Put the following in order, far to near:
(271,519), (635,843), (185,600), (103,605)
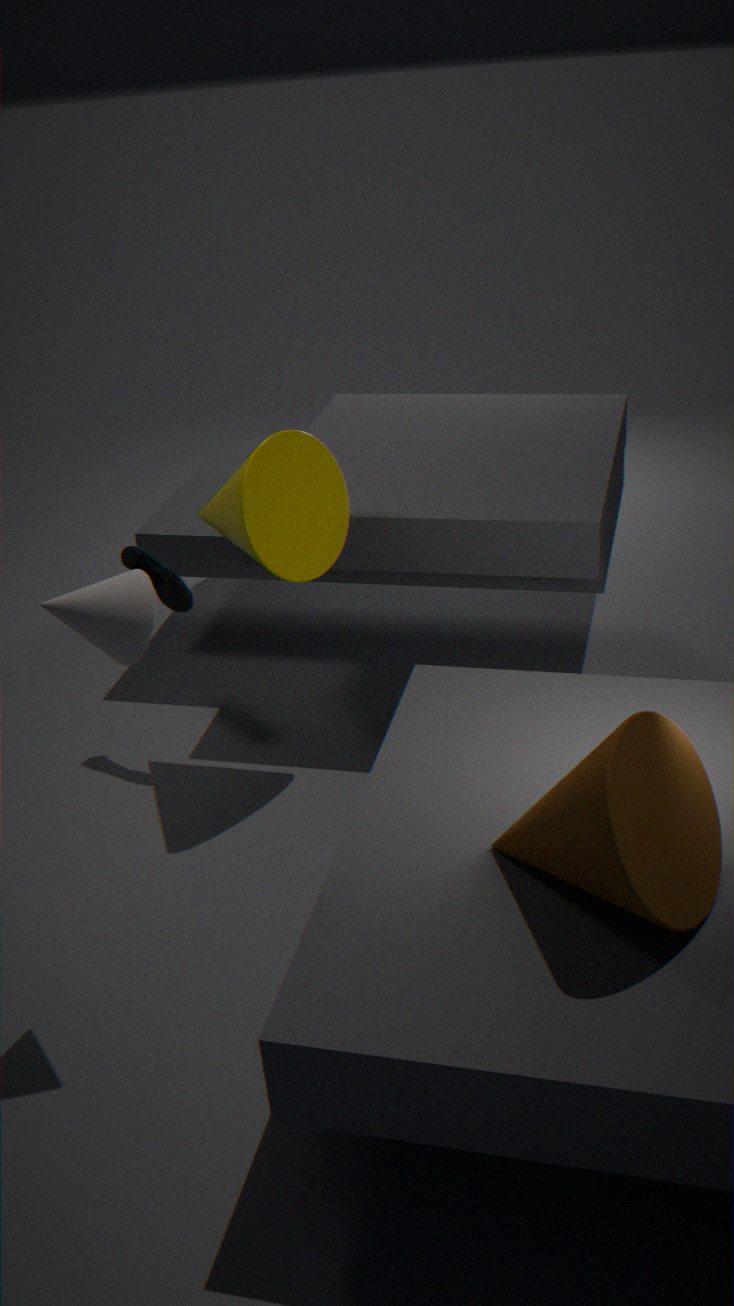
(185,600) → (271,519) → (103,605) → (635,843)
